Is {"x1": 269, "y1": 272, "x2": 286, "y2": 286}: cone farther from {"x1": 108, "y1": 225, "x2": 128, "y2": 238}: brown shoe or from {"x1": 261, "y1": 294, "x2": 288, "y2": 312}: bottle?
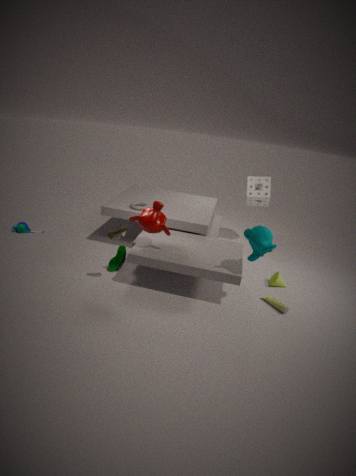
{"x1": 108, "y1": 225, "x2": 128, "y2": 238}: brown shoe
